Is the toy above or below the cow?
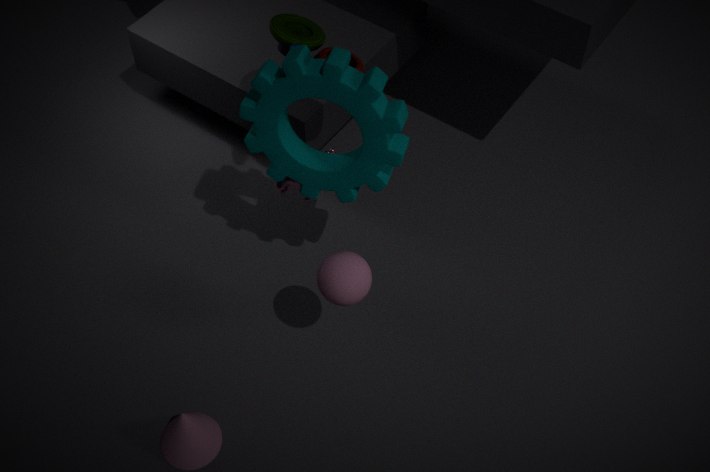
above
